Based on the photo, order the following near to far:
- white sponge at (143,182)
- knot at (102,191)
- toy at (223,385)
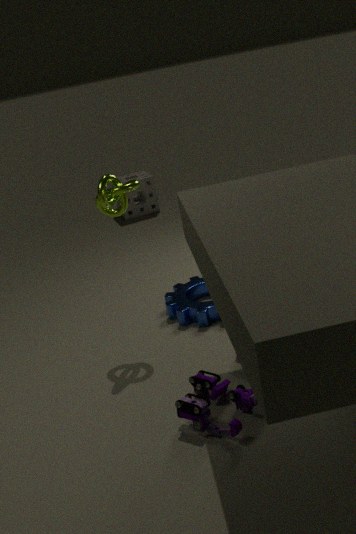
1. toy at (223,385)
2. knot at (102,191)
3. white sponge at (143,182)
